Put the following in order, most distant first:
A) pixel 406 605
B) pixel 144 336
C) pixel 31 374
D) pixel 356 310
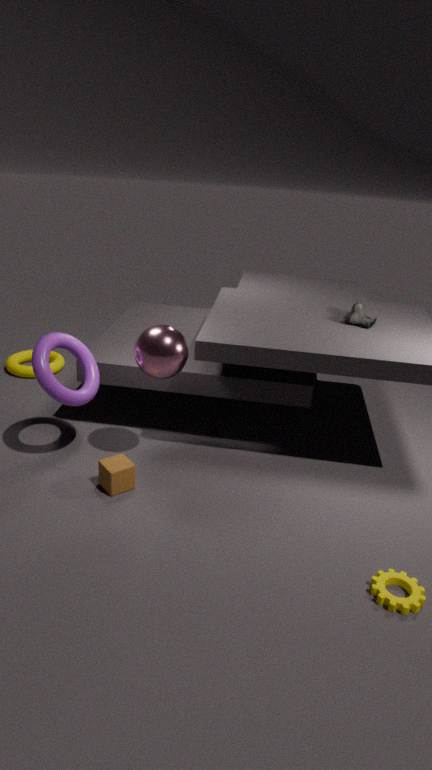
pixel 31 374 < pixel 356 310 < pixel 144 336 < pixel 406 605
